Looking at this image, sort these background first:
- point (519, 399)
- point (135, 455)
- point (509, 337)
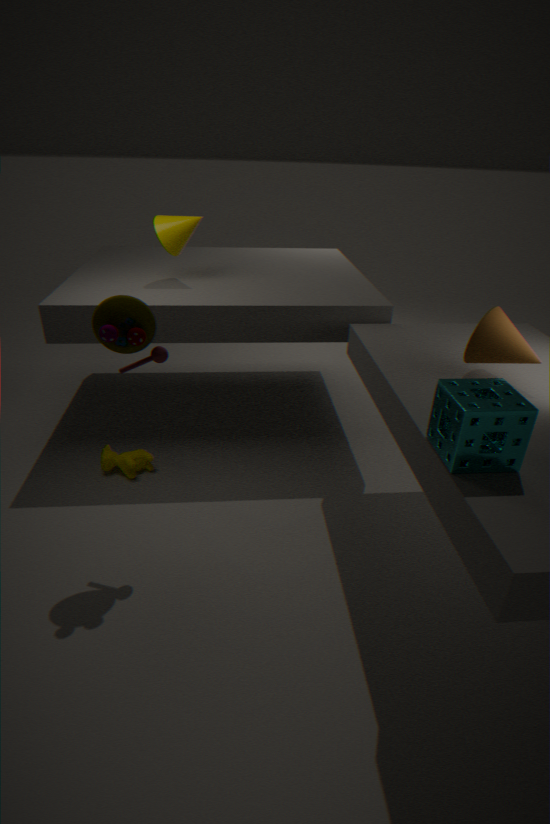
point (135, 455), point (509, 337), point (519, 399)
